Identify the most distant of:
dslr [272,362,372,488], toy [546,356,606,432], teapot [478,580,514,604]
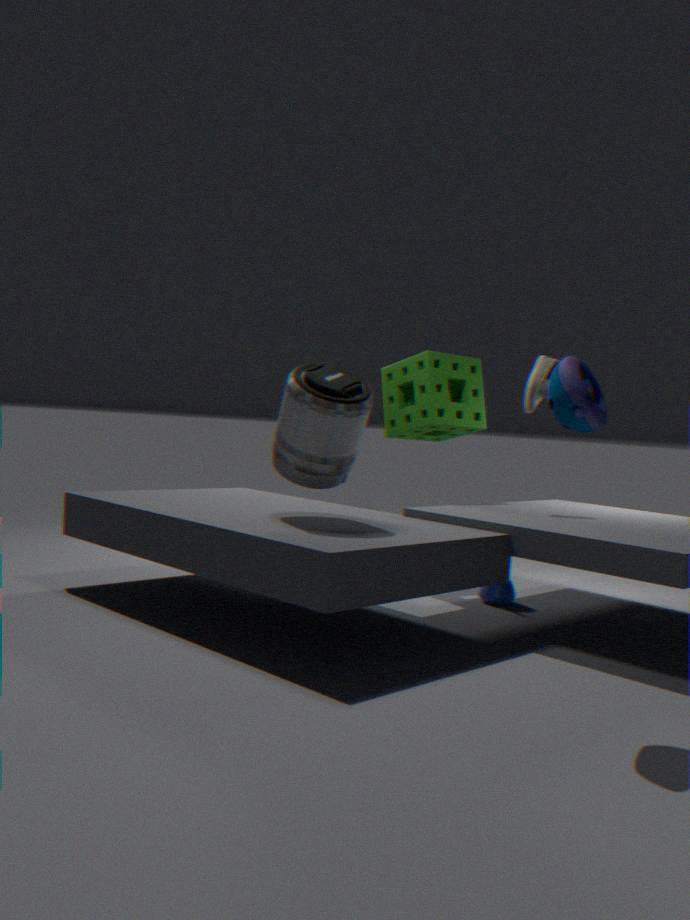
teapot [478,580,514,604]
